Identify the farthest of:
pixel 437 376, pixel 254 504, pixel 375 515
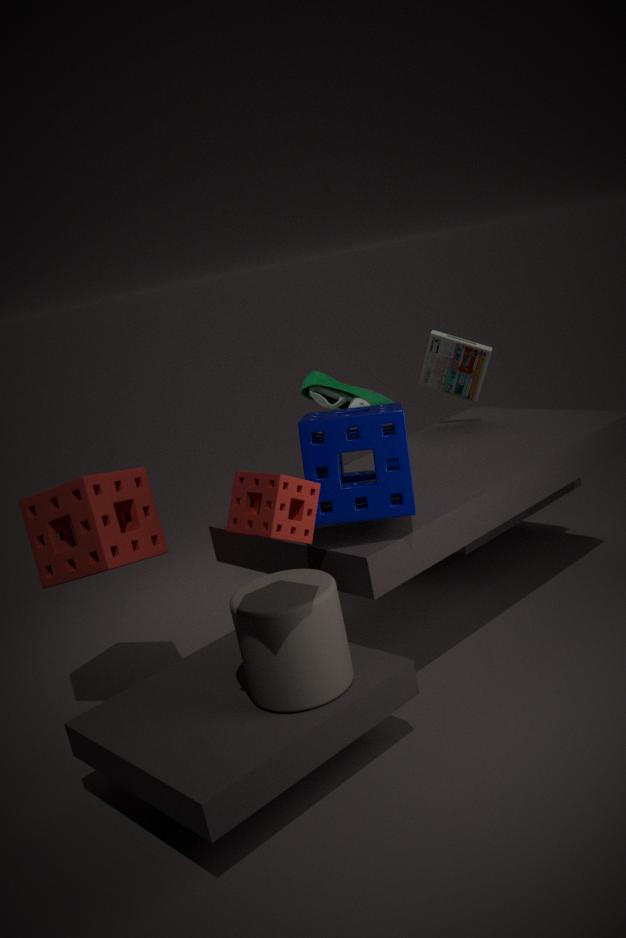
pixel 437 376
